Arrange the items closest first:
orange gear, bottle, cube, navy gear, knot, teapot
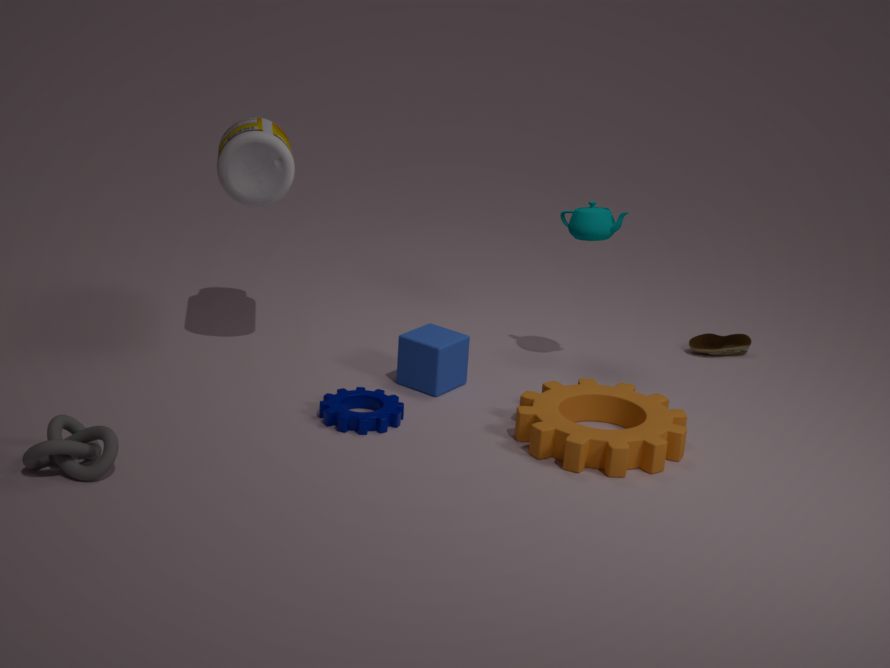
knot < orange gear < navy gear < bottle < cube < teapot
